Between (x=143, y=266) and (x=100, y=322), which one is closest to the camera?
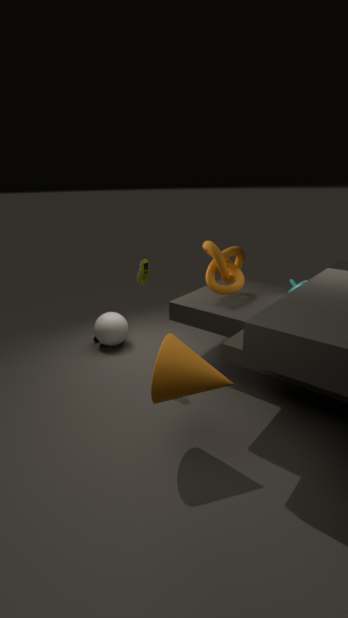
(x=143, y=266)
